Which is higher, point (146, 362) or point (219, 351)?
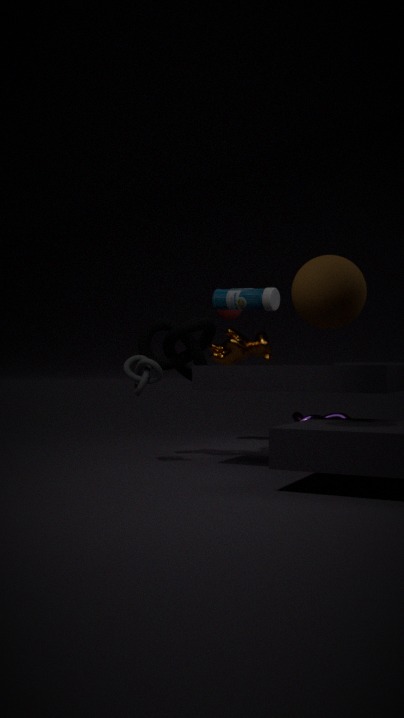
point (219, 351)
